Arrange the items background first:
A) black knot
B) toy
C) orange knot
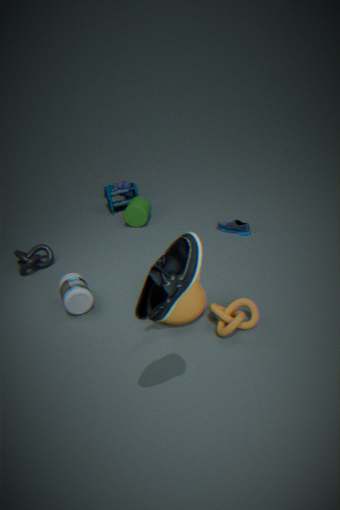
1. toy
2. black knot
3. orange knot
